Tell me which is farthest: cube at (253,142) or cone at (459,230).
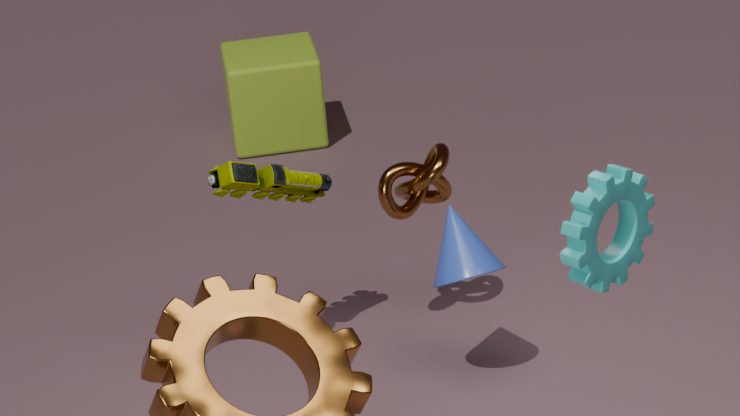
cube at (253,142)
